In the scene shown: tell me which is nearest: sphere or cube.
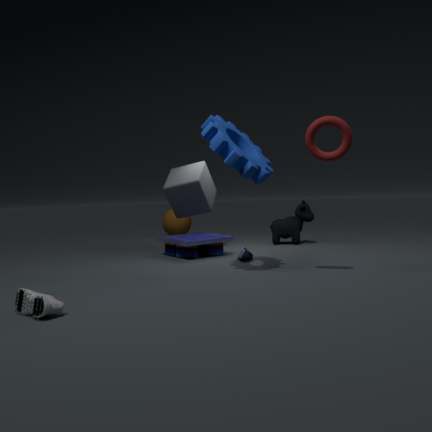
cube
